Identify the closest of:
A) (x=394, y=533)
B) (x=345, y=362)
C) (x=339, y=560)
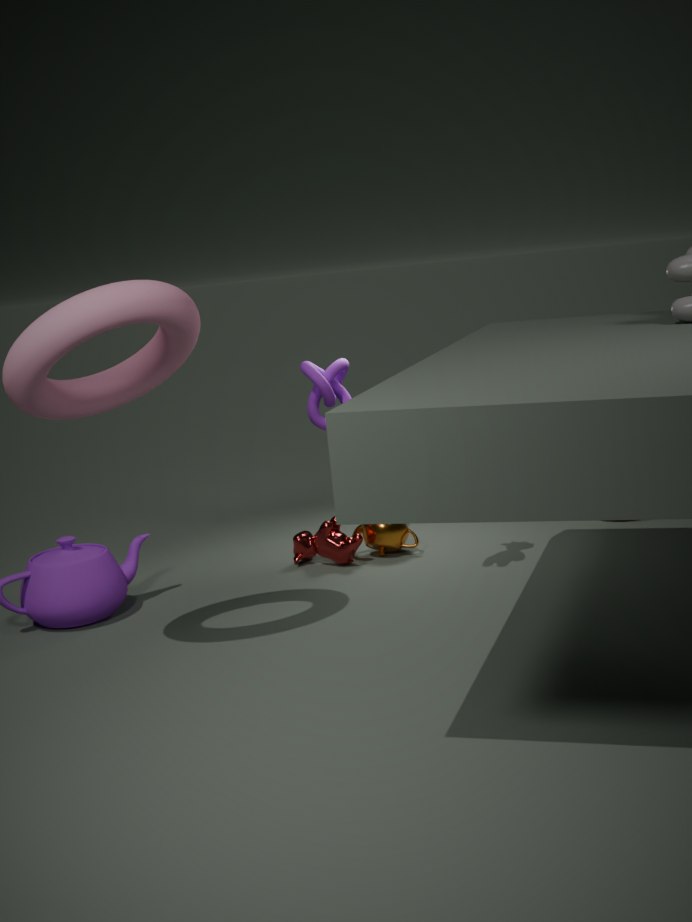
C. (x=339, y=560)
